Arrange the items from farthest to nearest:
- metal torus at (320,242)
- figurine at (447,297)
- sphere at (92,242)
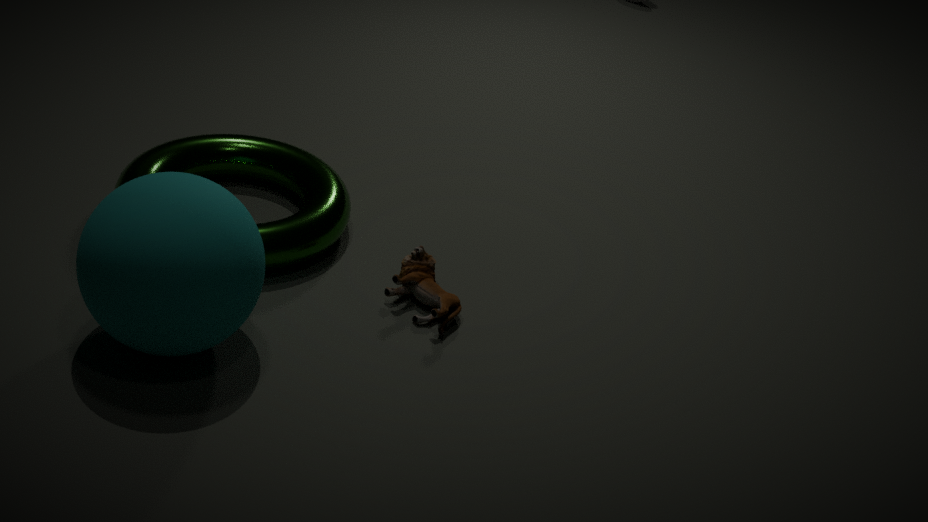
1. metal torus at (320,242)
2. figurine at (447,297)
3. sphere at (92,242)
